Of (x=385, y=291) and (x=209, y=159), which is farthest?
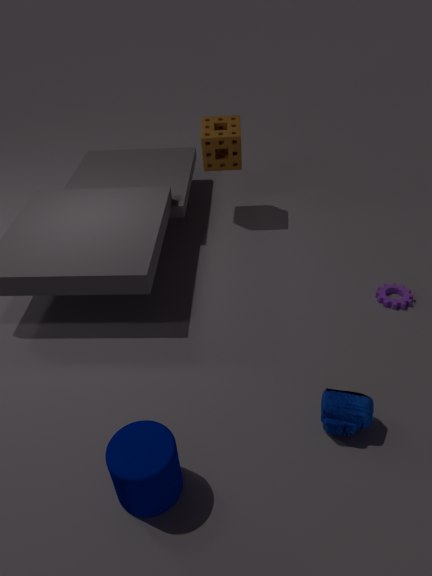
(x=209, y=159)
